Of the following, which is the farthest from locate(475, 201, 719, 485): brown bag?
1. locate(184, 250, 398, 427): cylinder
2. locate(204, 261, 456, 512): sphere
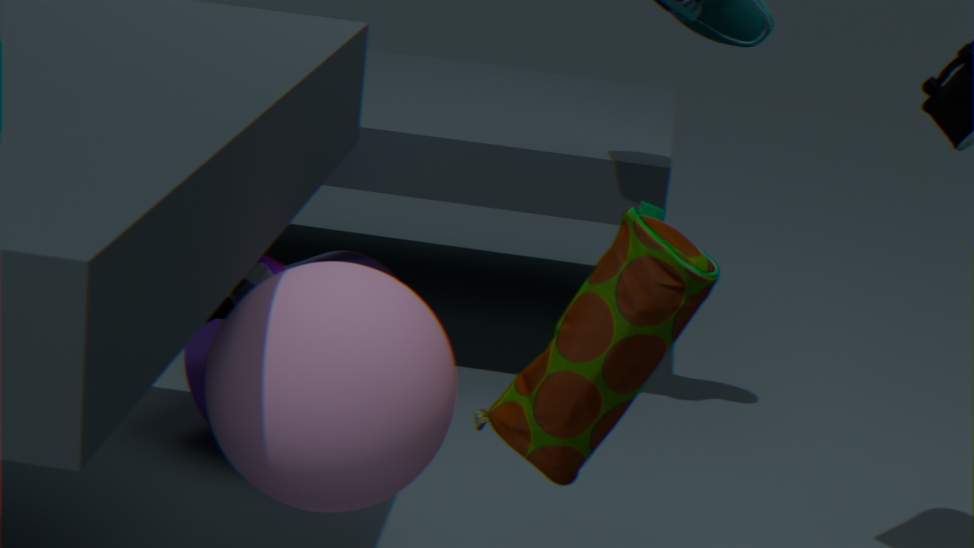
locate(184, 250, 398, 427): cylinder
